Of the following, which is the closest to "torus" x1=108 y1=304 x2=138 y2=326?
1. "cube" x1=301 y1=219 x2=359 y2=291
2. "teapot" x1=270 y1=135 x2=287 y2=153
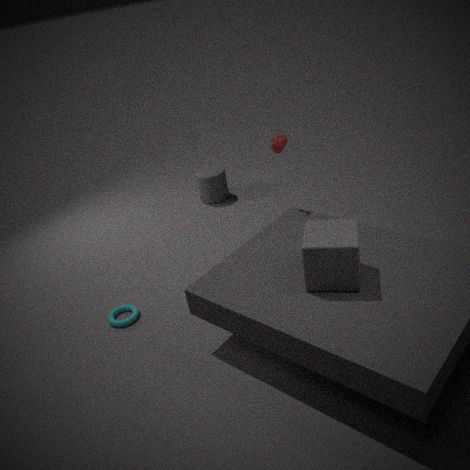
"cube" x1=301 y1=219 x2=359 y2=291
